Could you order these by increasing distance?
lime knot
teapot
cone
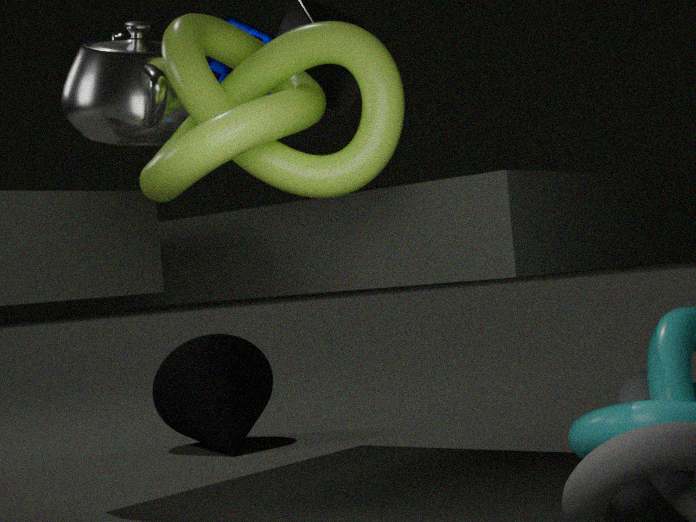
lime knot, teapot, cone
